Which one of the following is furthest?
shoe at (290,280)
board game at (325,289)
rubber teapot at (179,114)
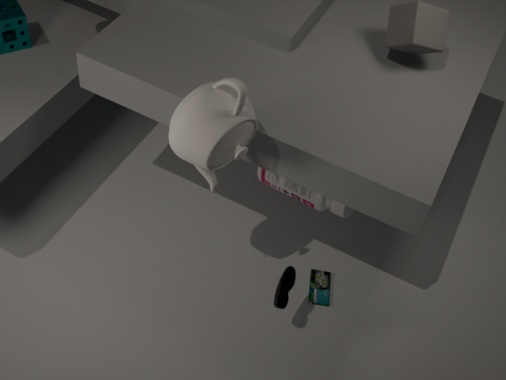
board game at (325,289)
